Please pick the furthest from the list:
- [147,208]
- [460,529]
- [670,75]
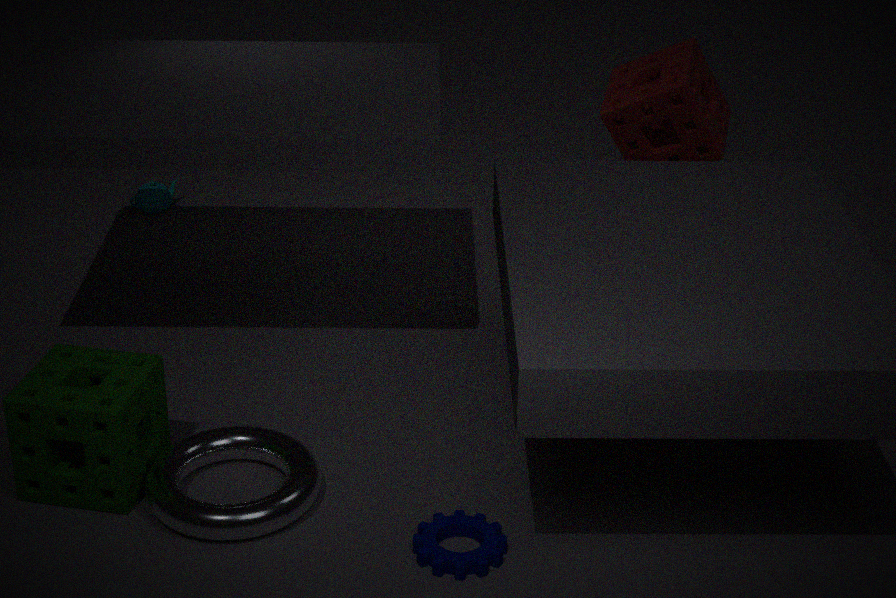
[147,208]
